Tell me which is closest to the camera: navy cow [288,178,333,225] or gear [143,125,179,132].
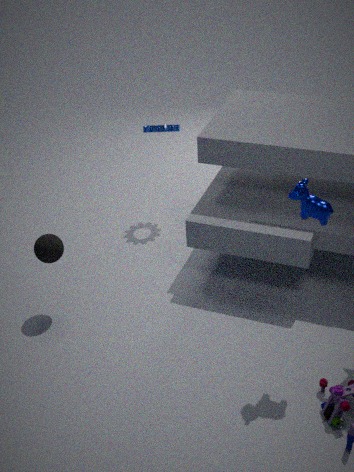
navy cow [288,178,333,225]
